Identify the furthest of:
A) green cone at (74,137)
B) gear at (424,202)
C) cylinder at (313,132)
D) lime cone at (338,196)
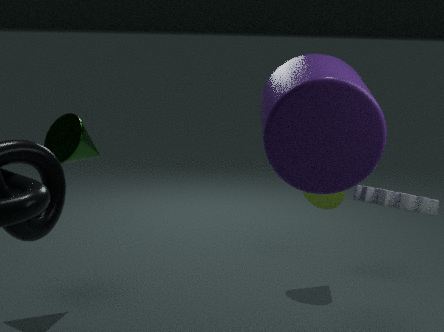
lime cone at (338,196)
